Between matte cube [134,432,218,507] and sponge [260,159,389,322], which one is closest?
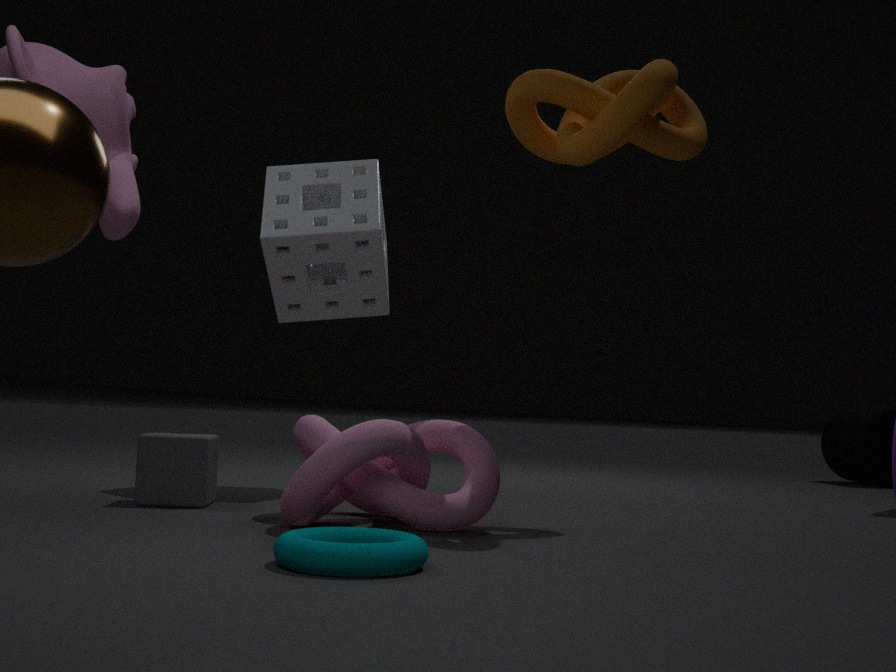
matte cube [134,432,218,507]
